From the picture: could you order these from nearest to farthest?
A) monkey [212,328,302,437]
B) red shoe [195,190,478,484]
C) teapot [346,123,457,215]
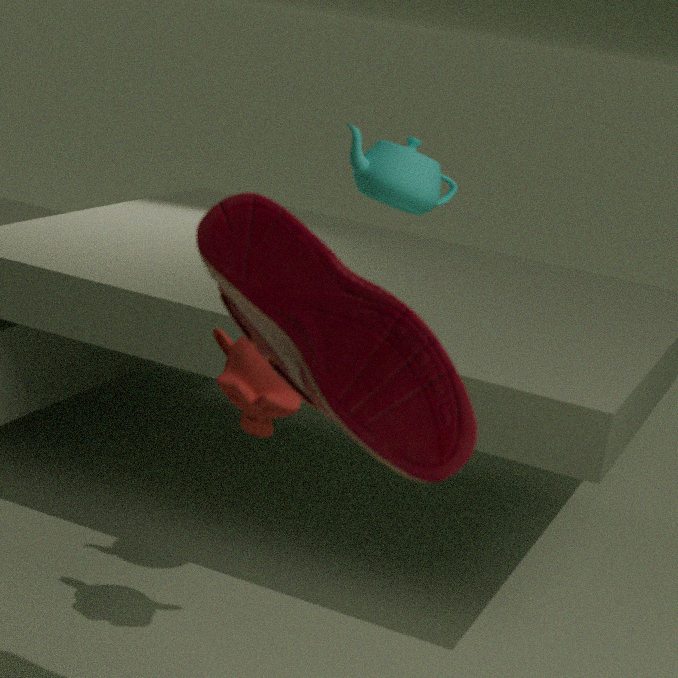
red shoe [195,190,478,484], monkey [212,328,302,437], teapot [346,123,457,215]
